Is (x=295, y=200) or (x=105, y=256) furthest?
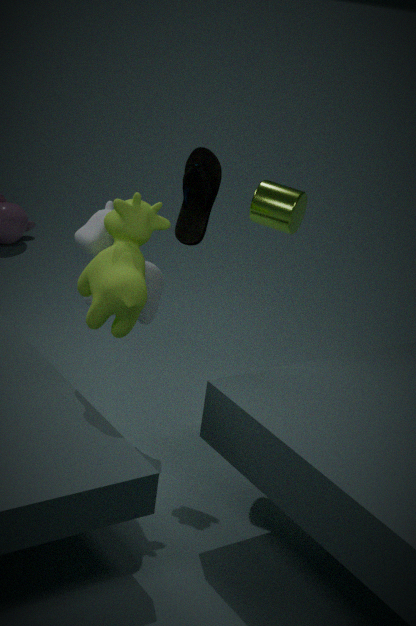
(x=295, y=200)
